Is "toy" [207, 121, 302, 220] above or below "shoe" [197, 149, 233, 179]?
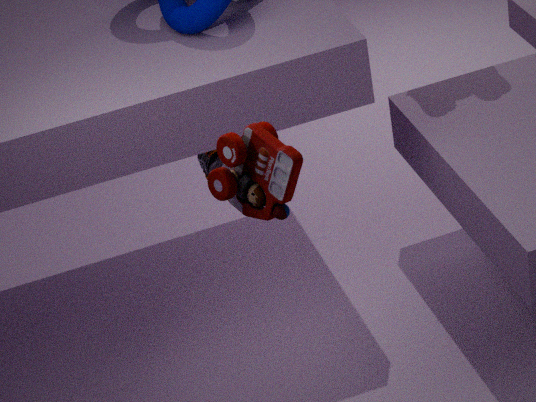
above
